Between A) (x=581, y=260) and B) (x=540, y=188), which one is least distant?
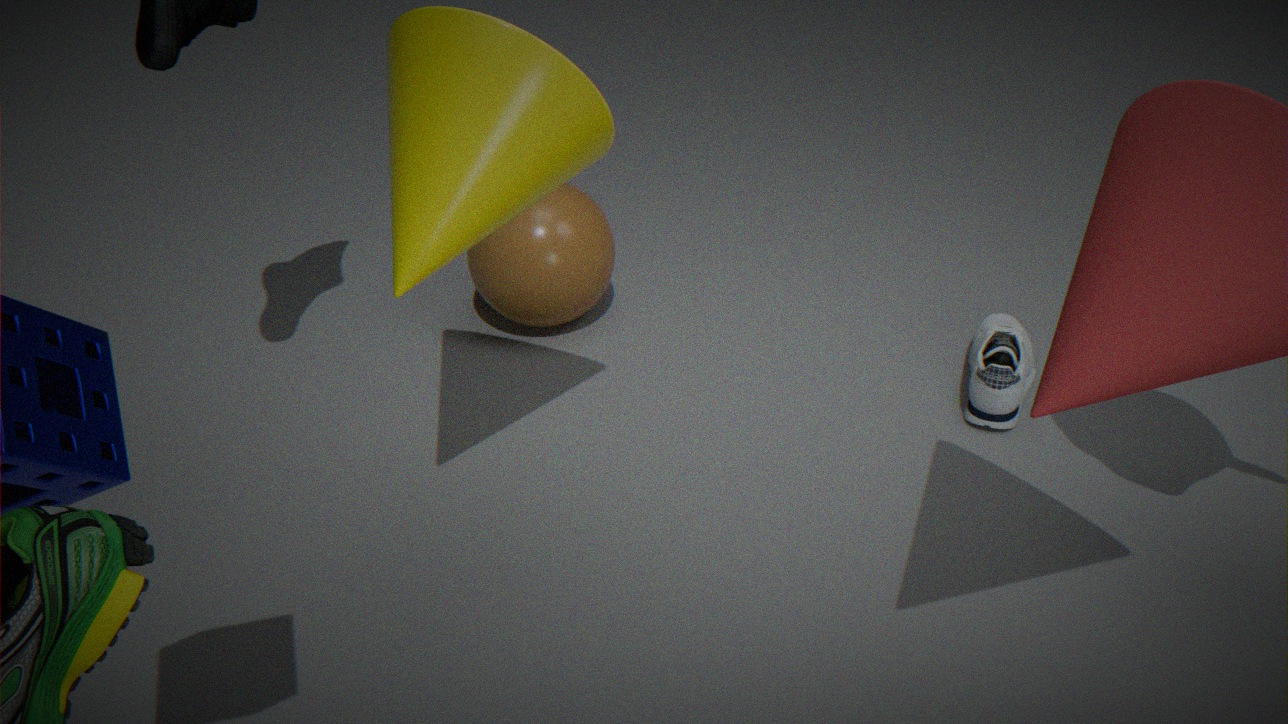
B. (x=540, y=188)
